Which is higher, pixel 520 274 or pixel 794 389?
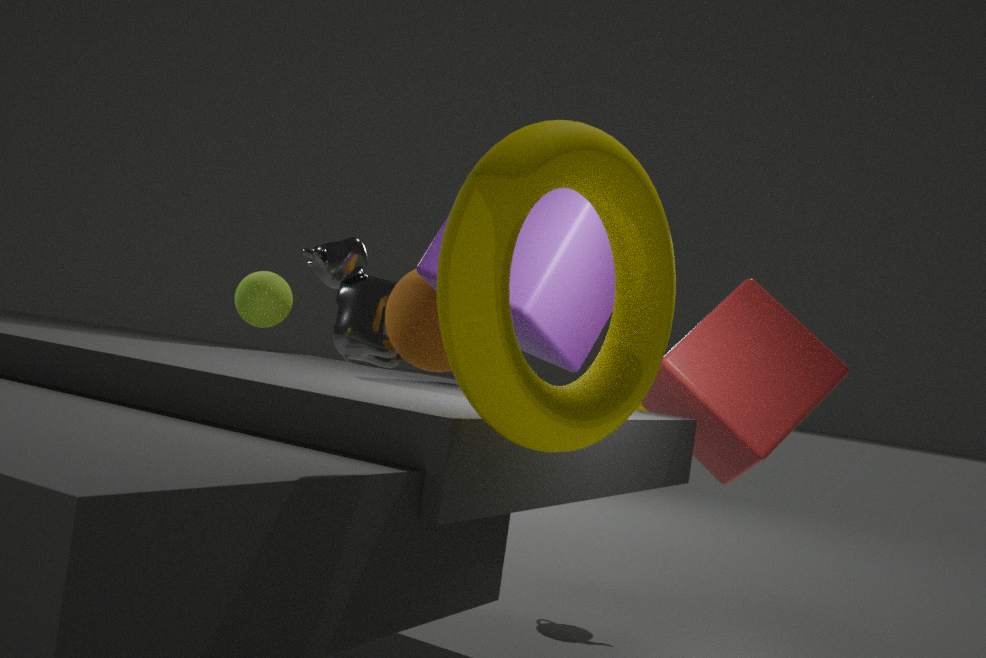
pixel 520 274
